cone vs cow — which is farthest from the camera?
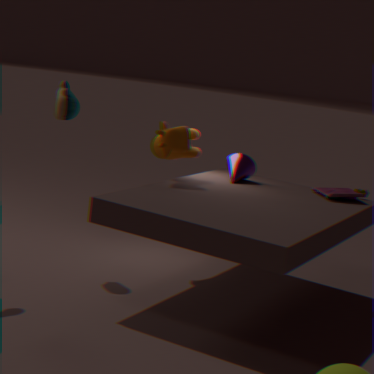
cone
